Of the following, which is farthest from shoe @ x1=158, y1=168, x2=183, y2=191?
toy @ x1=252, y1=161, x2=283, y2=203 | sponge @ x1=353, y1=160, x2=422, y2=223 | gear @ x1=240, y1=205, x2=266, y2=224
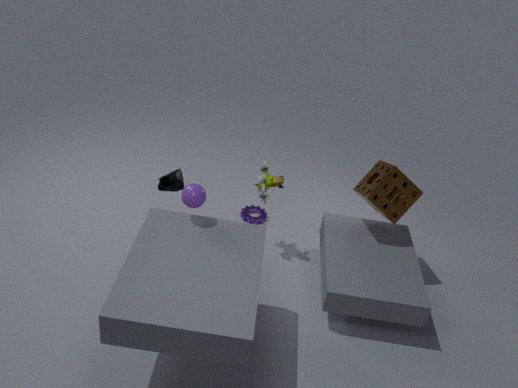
sponge @ x1=353, y1=160, x2=422, y2=223
